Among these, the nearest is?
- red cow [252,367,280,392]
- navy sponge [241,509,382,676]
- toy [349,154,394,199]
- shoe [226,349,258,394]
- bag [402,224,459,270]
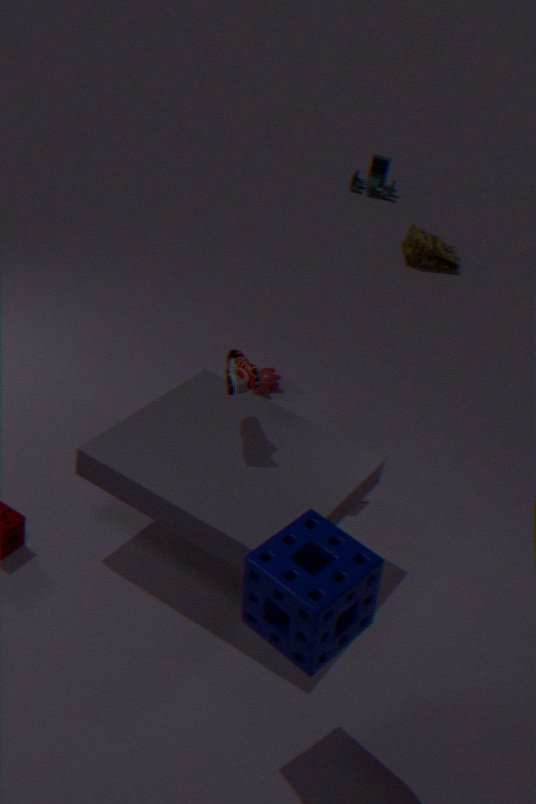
navy sponge [241,509,382,676]
